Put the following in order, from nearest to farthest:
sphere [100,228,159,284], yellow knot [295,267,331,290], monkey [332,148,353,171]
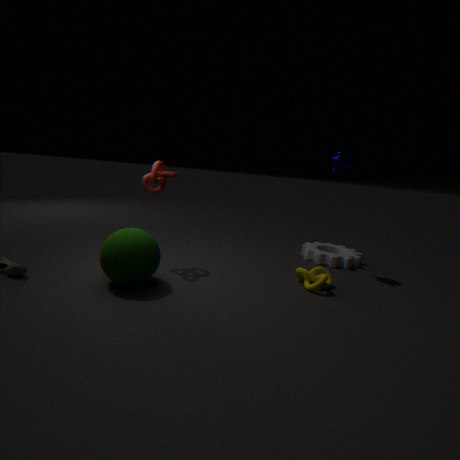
1. sphere [100,228,159,284]
2. yellow knot [295,267,331,290]
3. monkey [332,148,353,171]
